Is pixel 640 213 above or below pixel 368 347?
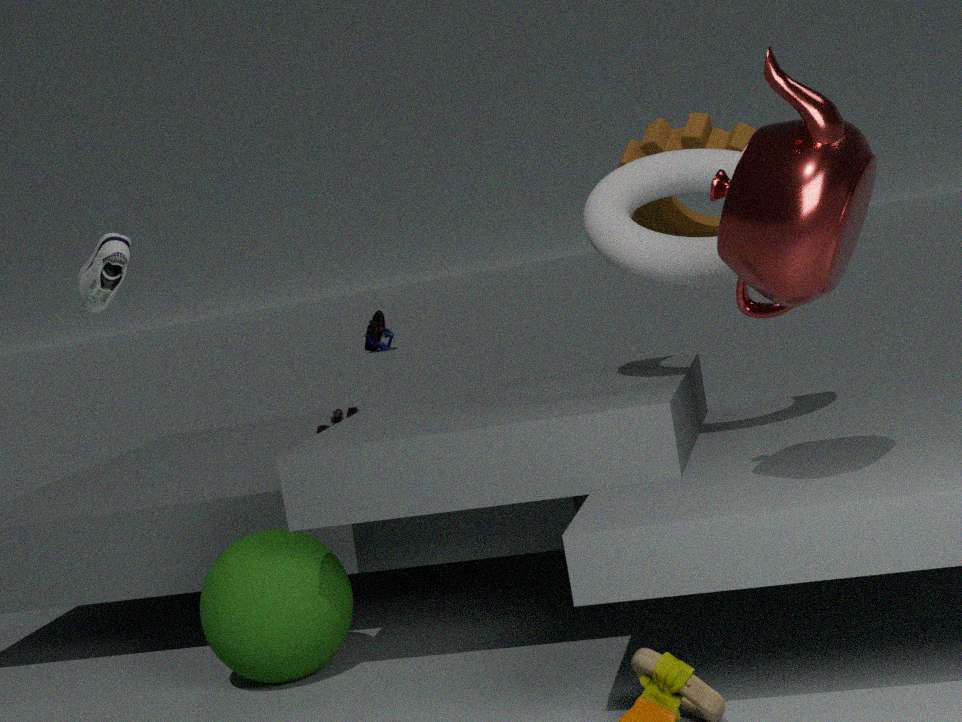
above
